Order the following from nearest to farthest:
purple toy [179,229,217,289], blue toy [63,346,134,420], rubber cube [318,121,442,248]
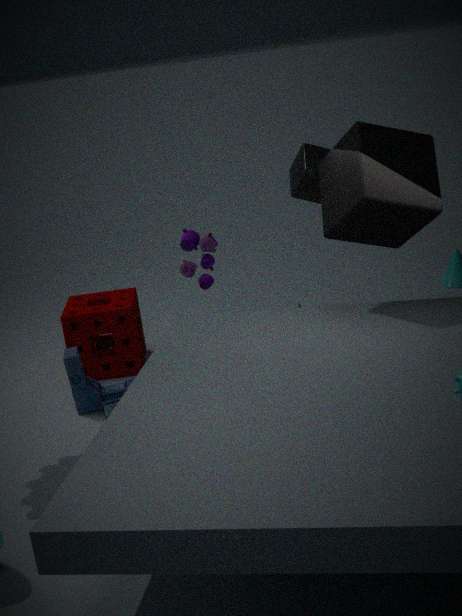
1. rubber cube [318,121,442,248]
2. blue toy [63,346,134,420]
3. purple toy [179,229,217,289]
